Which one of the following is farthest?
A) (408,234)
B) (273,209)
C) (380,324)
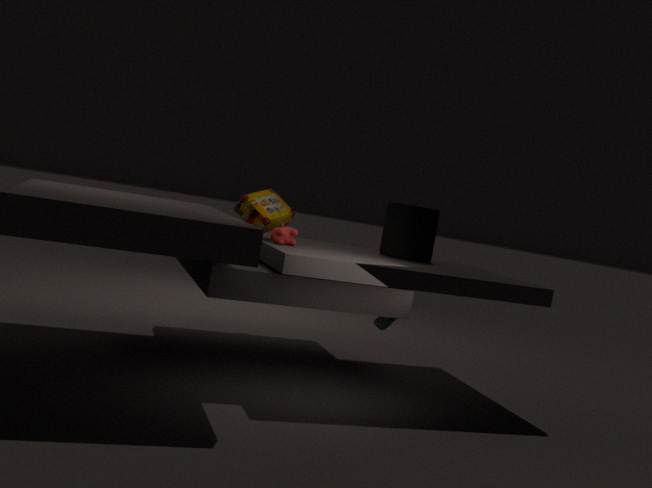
(408,234)
